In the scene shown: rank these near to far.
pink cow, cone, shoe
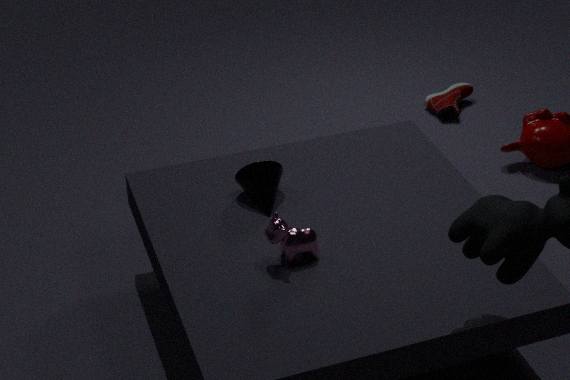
pink cow < cone < shoe
